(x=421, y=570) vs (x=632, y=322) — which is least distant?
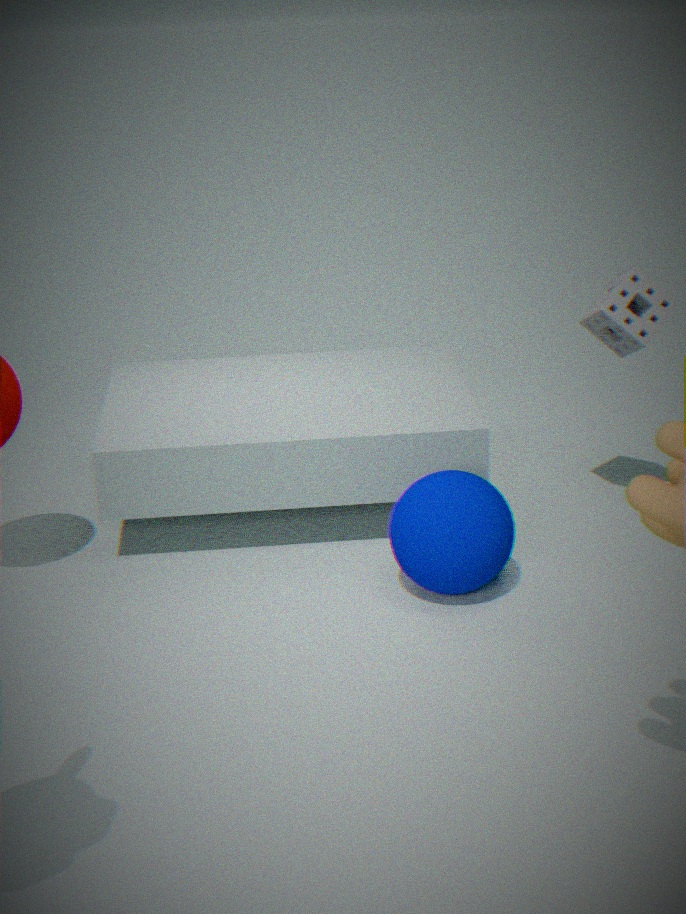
(x=421, y=570)
